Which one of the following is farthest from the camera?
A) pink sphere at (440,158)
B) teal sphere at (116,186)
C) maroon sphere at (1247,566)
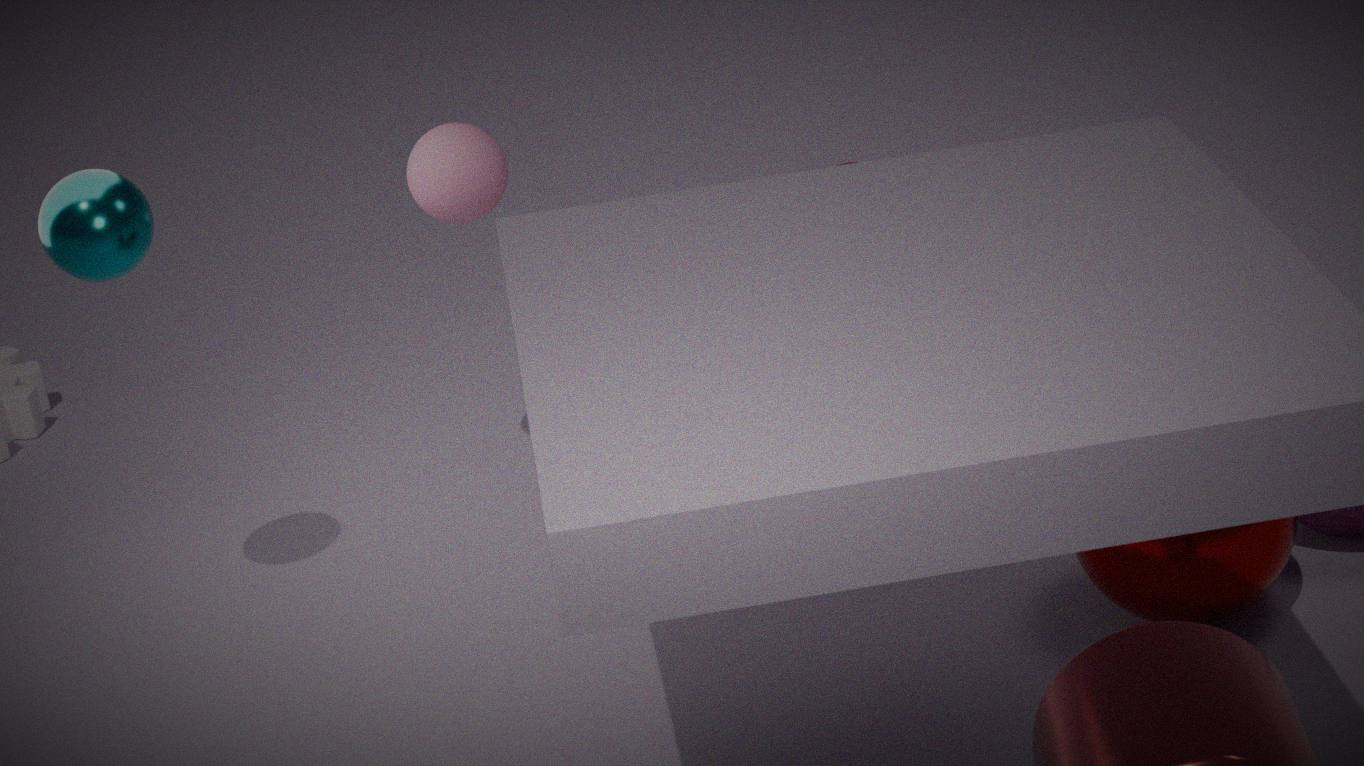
pink sphere at (440,158)
